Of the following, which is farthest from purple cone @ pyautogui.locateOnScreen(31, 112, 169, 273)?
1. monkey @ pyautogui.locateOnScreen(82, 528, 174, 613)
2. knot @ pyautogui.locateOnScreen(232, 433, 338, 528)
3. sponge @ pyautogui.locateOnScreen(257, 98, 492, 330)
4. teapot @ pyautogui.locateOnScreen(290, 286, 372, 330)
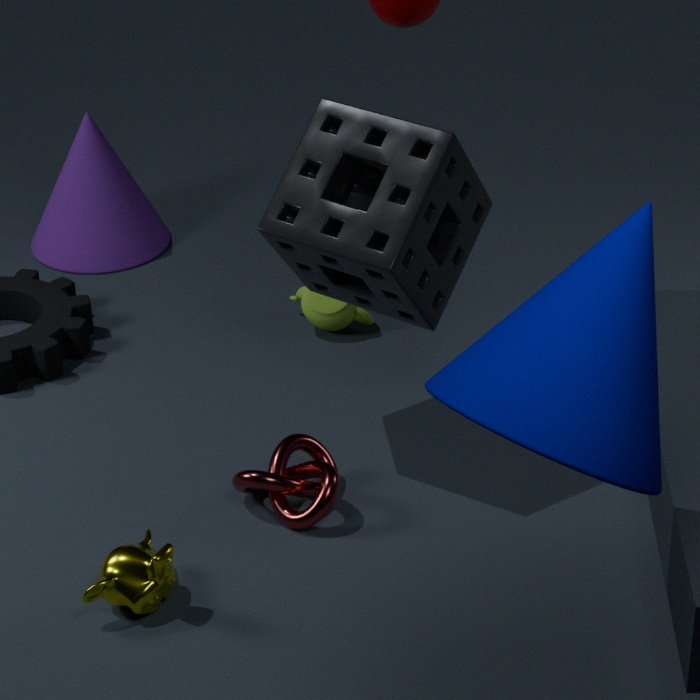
monkey @ pyautogui.locateOnScreen(82, 528, 174, 613)
